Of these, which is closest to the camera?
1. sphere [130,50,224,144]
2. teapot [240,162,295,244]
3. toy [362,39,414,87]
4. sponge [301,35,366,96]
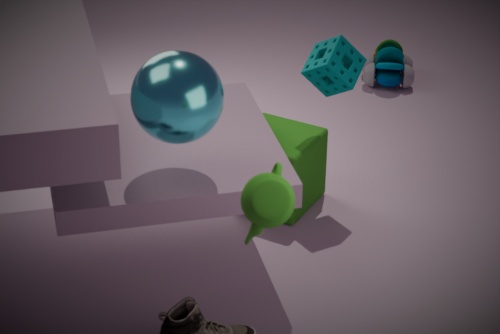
teapot [240,162,295,244]
